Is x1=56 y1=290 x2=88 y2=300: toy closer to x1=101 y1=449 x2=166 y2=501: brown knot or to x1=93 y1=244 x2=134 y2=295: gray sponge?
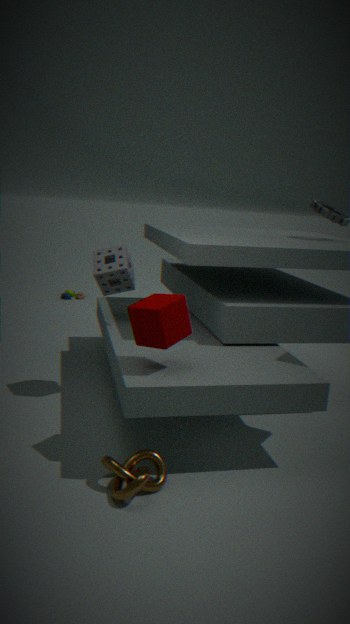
x1=93 y1=244 x2=134 y2=295: gray sponge
